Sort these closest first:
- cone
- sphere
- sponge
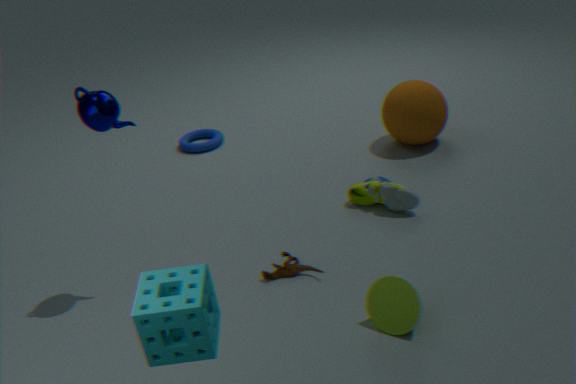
sponge
cone
sphere
